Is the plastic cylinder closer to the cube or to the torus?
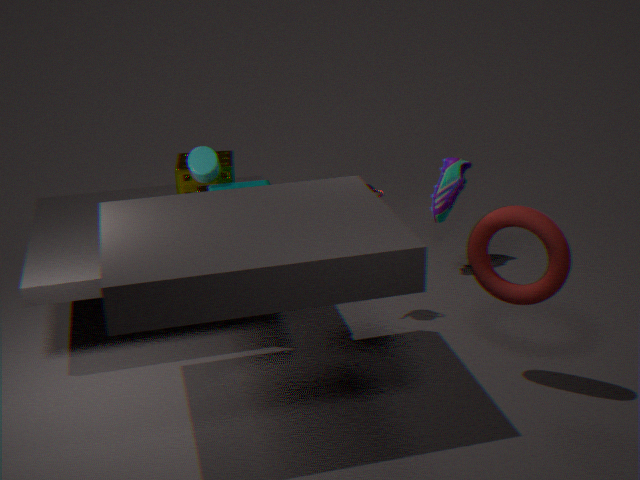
the cube
